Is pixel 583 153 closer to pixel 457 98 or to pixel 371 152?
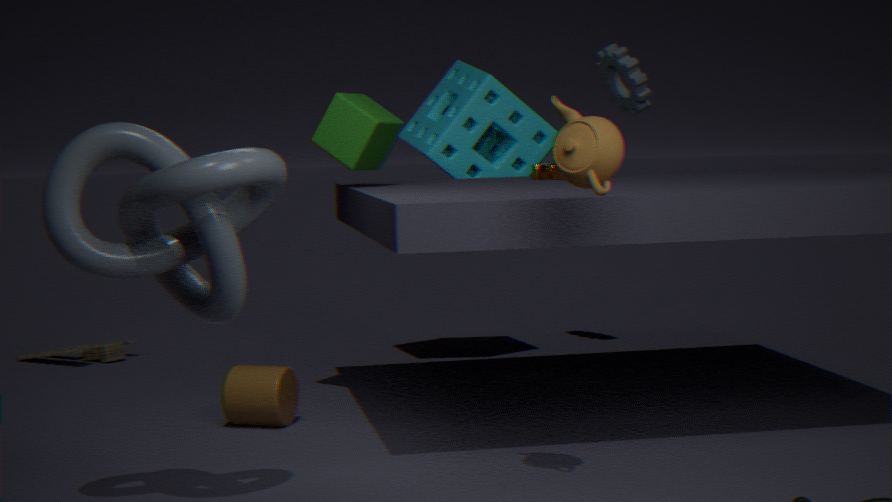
pixel 371 152
